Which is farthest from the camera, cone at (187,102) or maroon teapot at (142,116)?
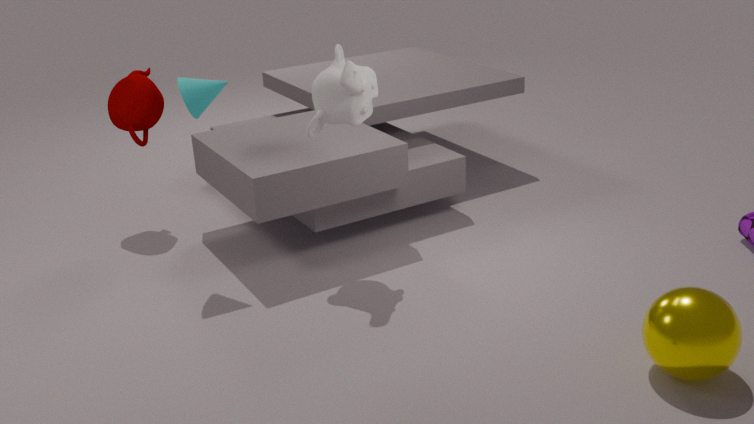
maroon teapot at (142,116)
